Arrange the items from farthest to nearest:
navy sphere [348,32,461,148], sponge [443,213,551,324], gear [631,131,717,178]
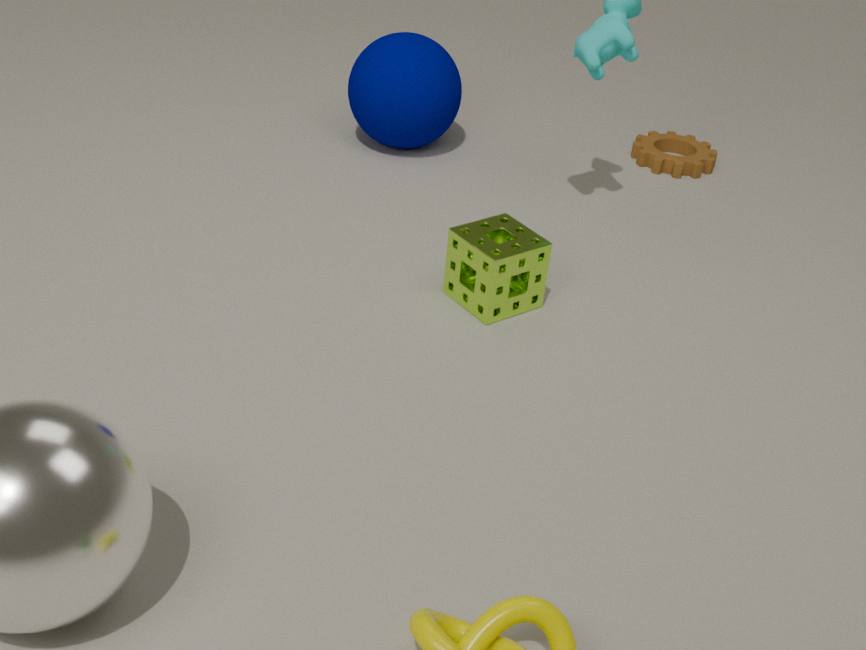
gear [631,131,717,178]
navy sphere [348,32,461,148]
sponge [443,213,551,324]
